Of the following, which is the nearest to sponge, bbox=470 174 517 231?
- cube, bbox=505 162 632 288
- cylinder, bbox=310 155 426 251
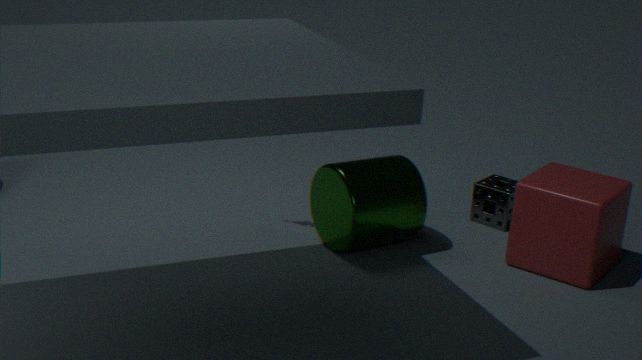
cube, bbox=505 162 632 288
